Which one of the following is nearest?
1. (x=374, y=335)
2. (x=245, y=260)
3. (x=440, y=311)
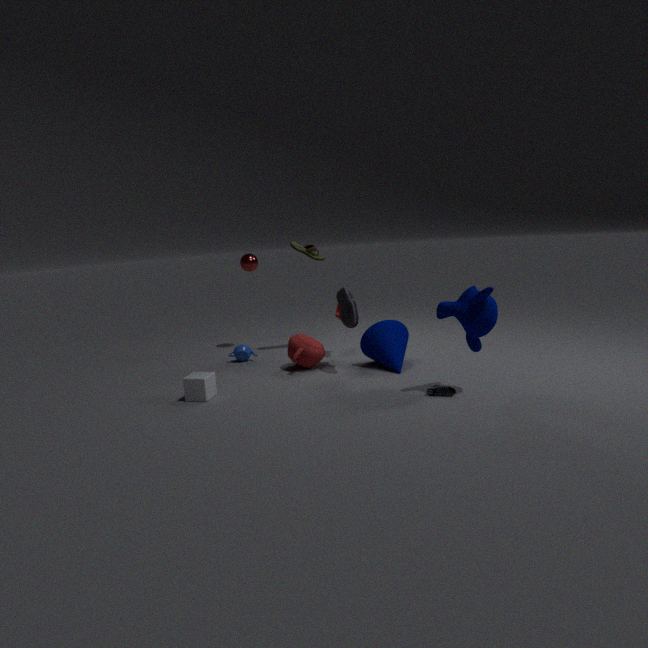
(x=440, y=311)
